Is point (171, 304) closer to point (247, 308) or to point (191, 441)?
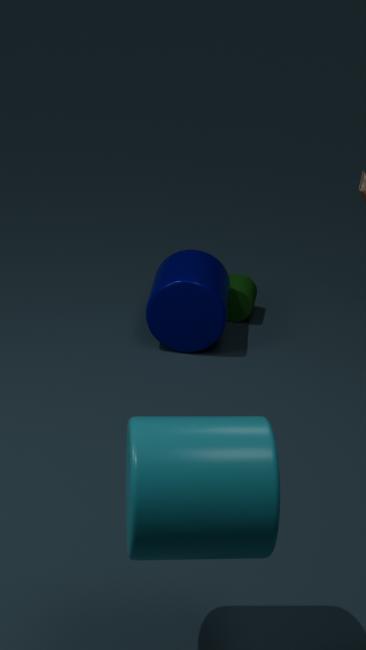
point (247, 308)
